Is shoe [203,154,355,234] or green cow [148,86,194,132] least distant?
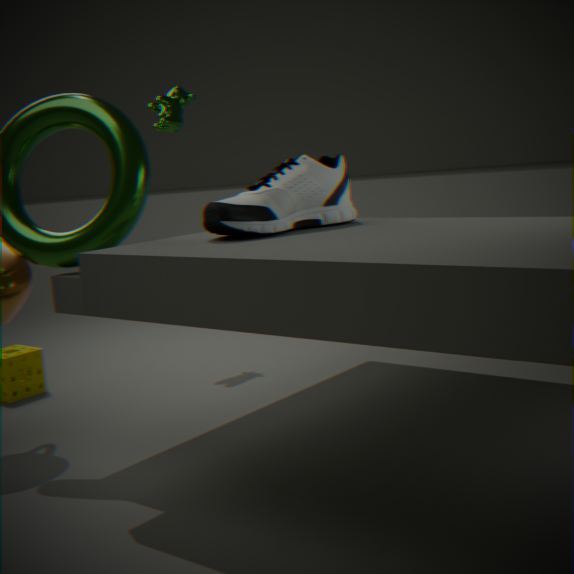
shoe [203,154,355,234]
